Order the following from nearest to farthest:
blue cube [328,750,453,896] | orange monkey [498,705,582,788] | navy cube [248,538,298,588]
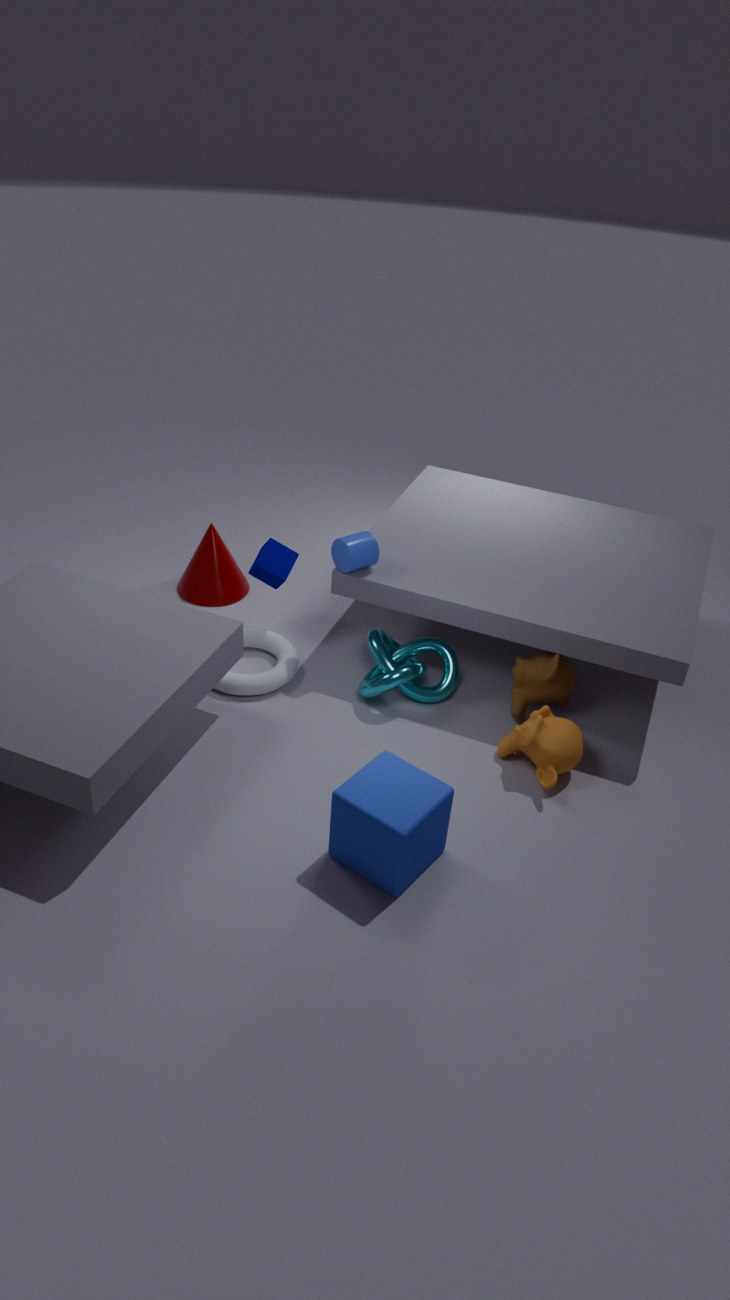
blue cube [328,750,453,896] < orange monkey [498,705,582,788] < navy cube [248,538,298,588]
